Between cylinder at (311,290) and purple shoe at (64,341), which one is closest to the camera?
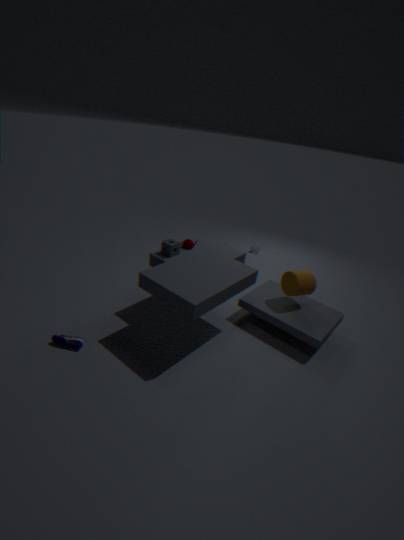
purple shoe at (64,341)
